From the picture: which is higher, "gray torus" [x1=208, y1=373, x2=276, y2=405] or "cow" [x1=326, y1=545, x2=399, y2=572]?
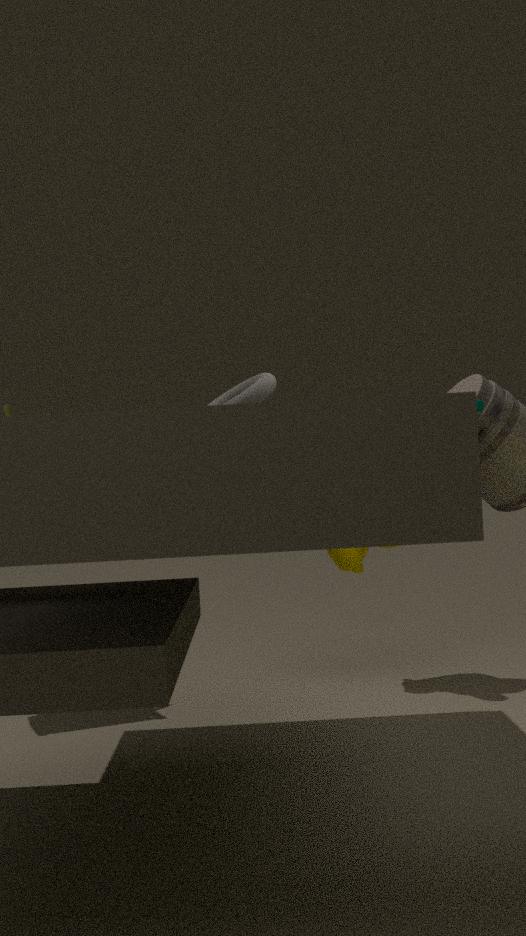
"gray torus" [x1=208, y1=373, x2=276, y2=405]
